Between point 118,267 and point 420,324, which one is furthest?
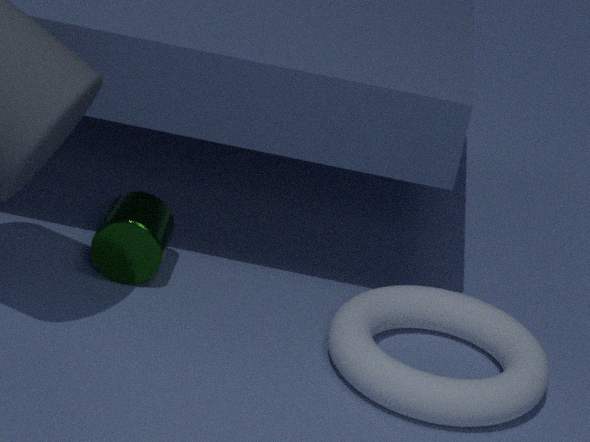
point 420,324
